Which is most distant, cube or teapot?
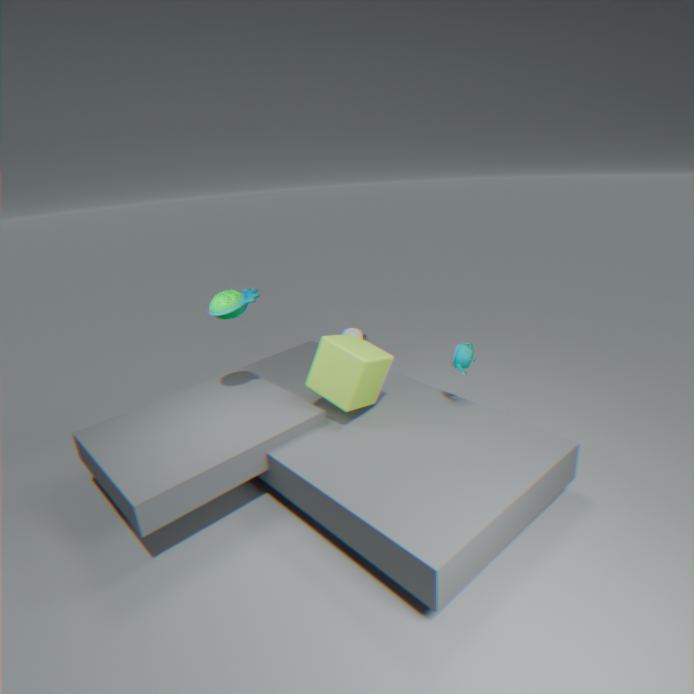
teapot
